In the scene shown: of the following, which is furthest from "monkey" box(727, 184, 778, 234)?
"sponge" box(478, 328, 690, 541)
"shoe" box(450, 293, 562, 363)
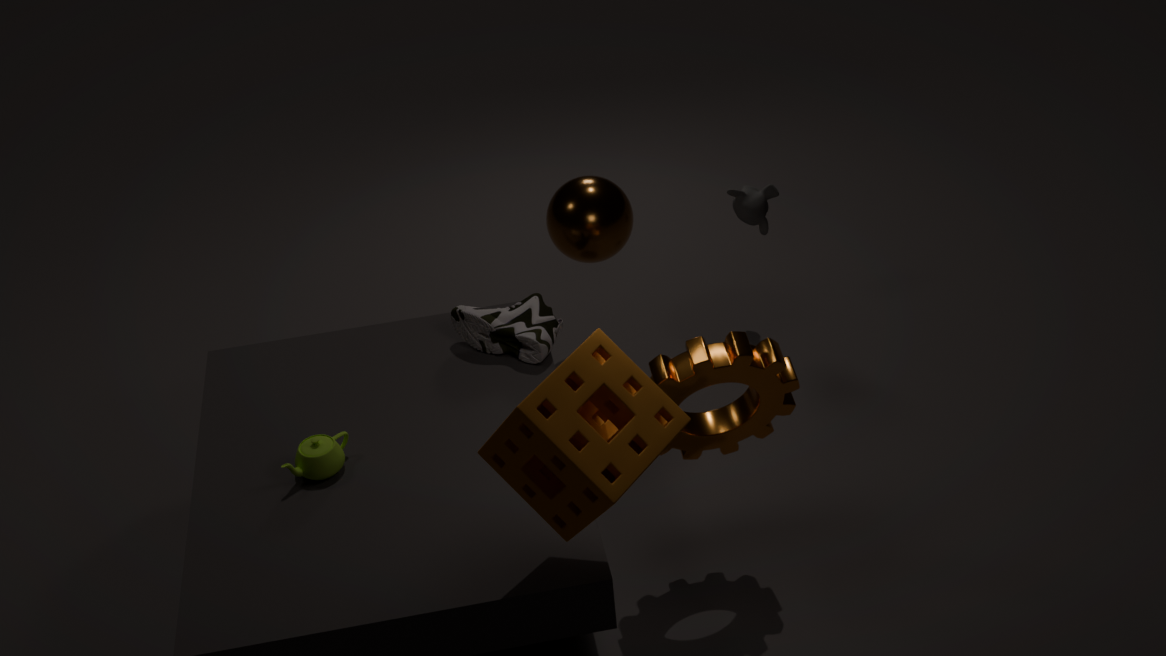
"sponge" box(478, 328, 690, 541)
